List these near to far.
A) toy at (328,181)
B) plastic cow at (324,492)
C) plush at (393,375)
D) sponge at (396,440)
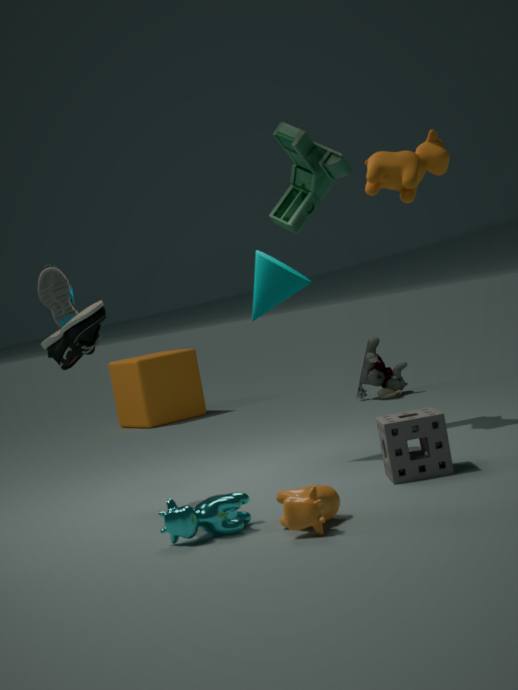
plastic cow at (324,492)
sponge at (396,440)
toy at (328,181)
plush at (393,375)
